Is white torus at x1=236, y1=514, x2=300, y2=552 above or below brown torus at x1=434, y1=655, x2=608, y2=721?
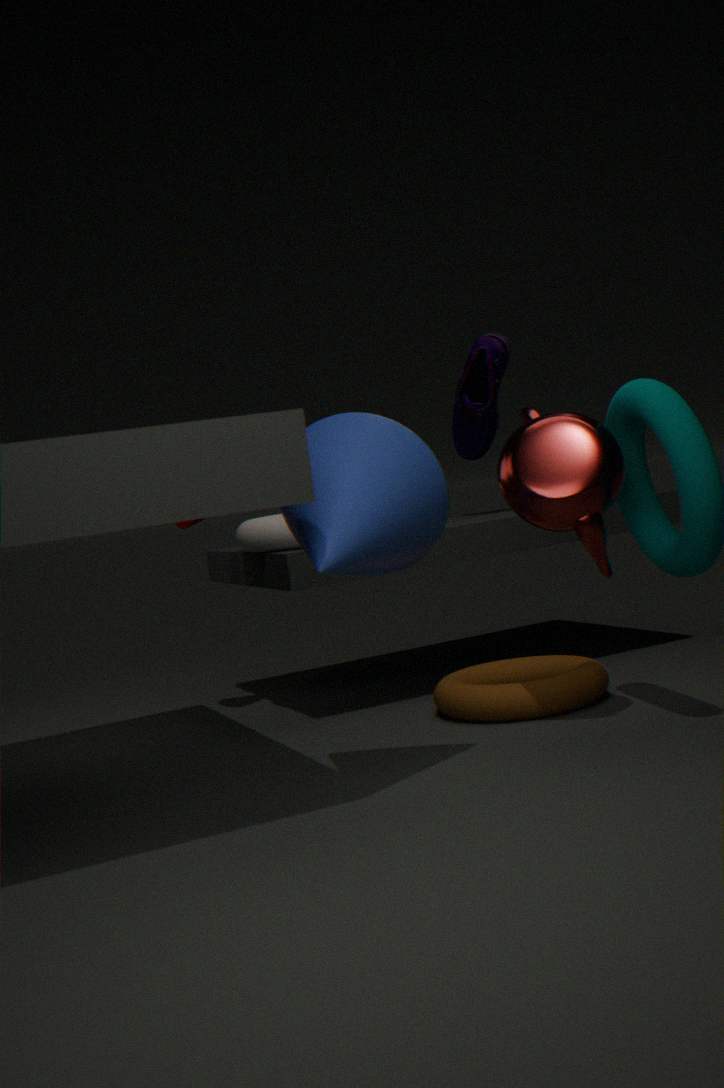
above
